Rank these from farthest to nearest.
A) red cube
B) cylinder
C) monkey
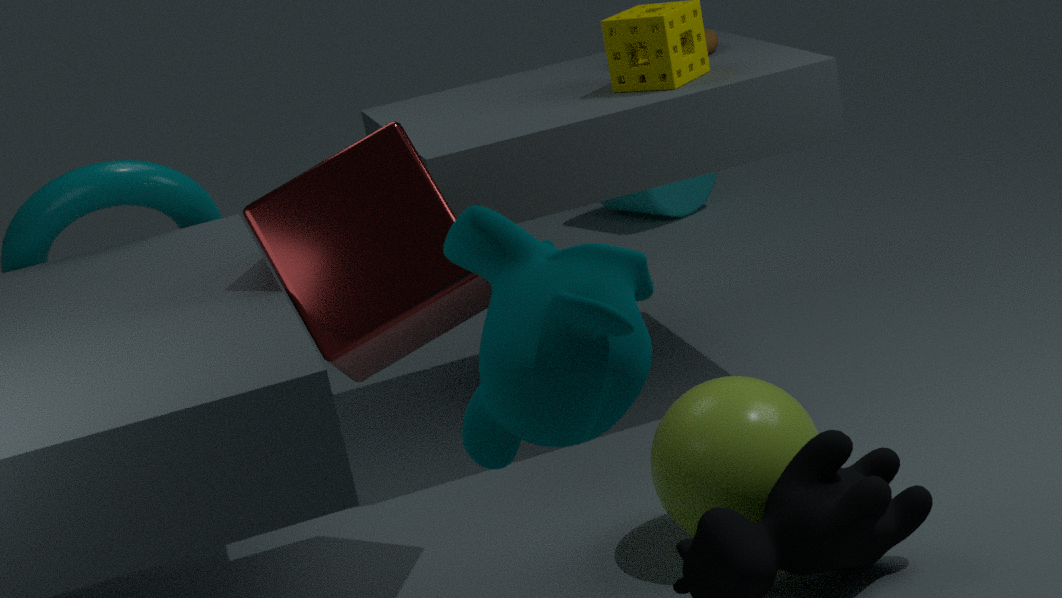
cylinder < red cube < monkey
